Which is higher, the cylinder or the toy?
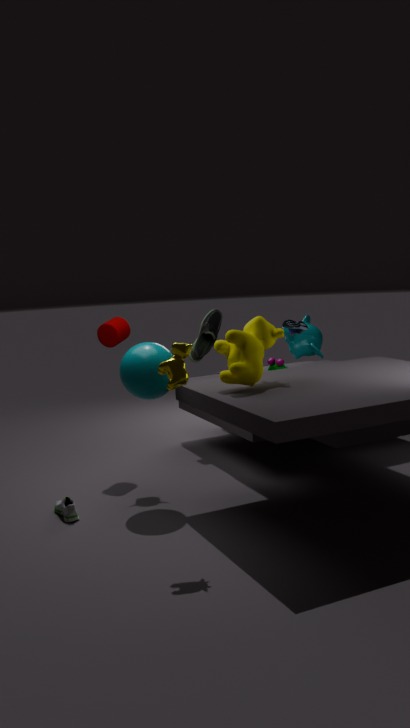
the cylinder
